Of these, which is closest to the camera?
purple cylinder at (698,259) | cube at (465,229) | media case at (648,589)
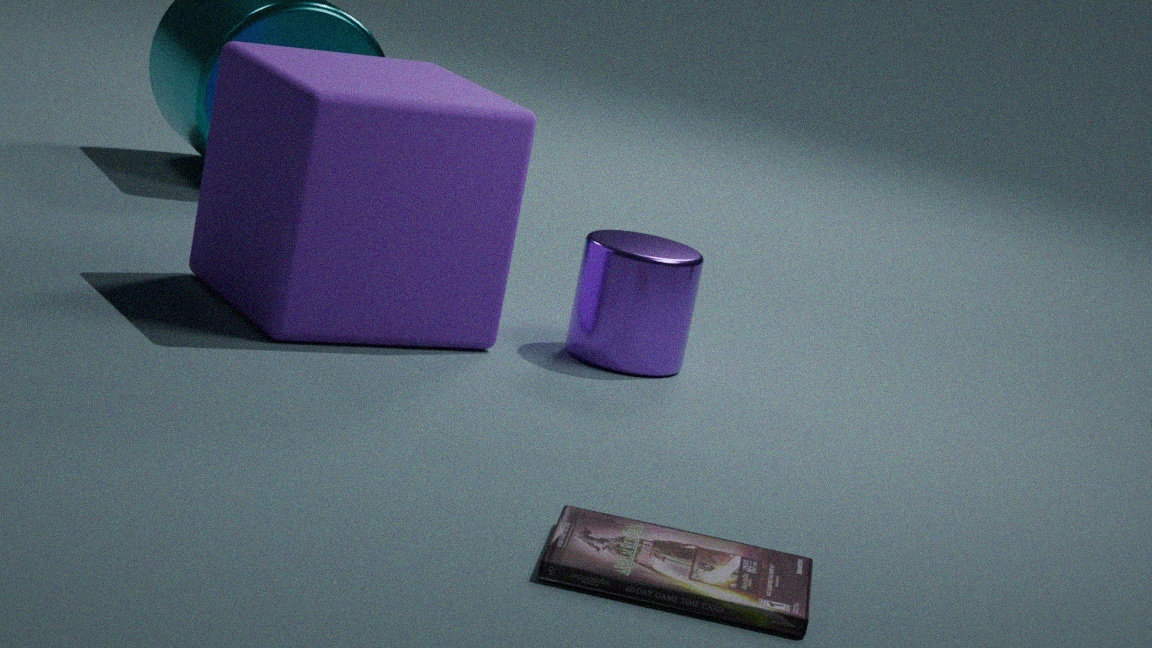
media case at (648,589)
